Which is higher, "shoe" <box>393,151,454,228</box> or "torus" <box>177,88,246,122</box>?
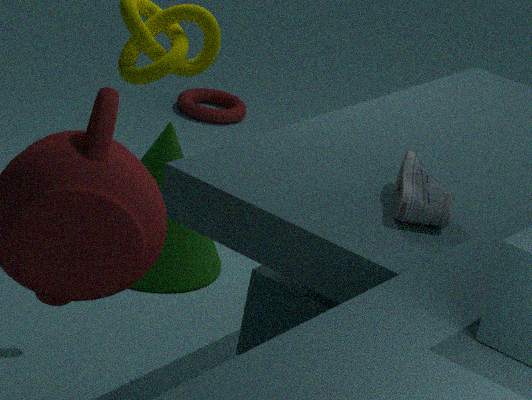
"shoe" <box>393,151,454,228</box>
